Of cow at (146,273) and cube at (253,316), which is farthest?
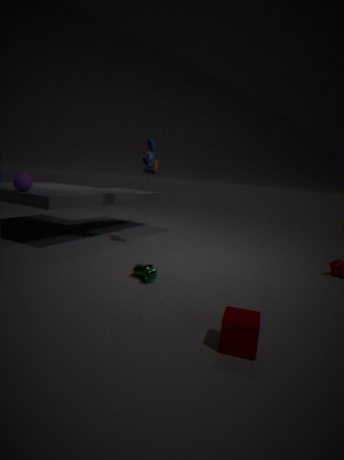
cow at (146,273)
